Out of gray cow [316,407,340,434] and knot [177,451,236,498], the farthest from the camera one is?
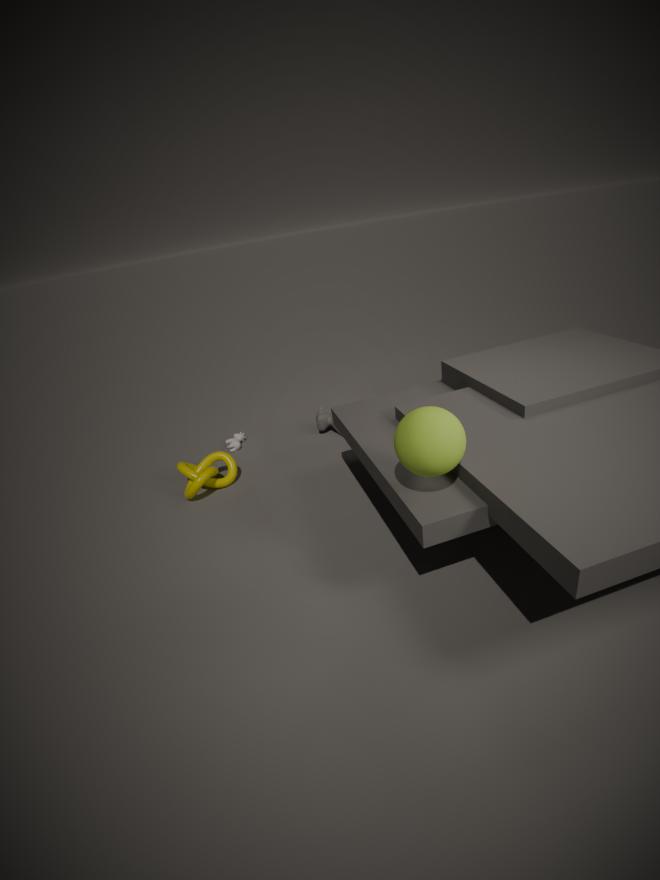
gray cow [316,407,340,434]
